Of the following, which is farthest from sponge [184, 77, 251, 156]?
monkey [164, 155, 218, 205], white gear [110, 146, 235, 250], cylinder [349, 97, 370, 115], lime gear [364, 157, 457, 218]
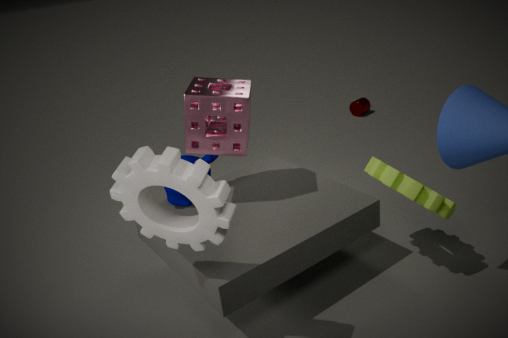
cylinder [349, 97, 370, 115]
